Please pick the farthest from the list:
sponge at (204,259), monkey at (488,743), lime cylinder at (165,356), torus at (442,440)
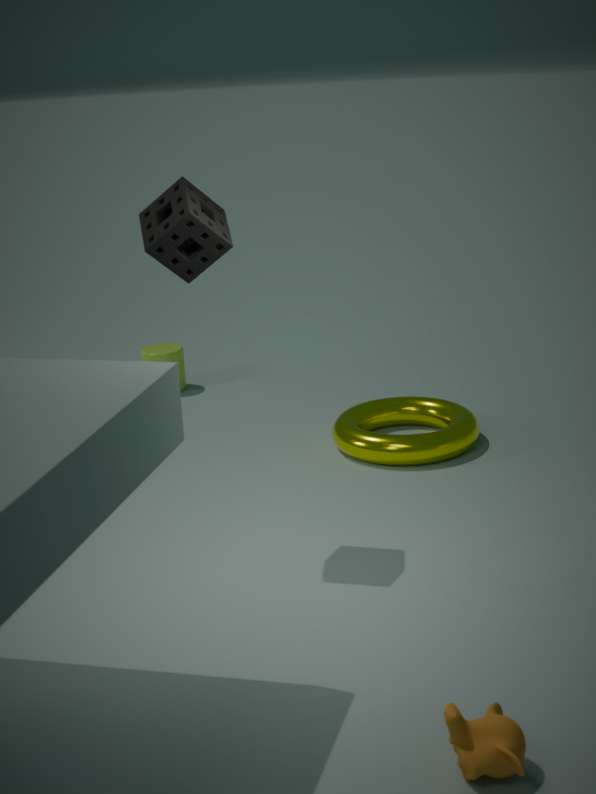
lime cylinder at (165,356)
